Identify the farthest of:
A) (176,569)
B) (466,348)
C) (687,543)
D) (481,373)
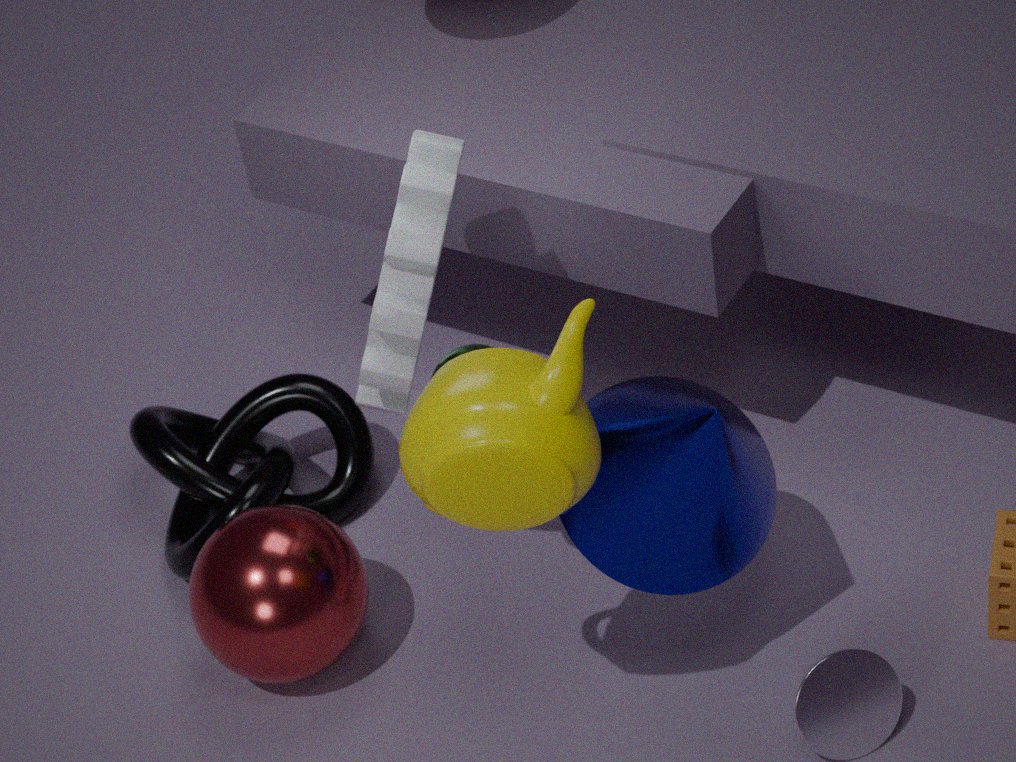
(176,569)
